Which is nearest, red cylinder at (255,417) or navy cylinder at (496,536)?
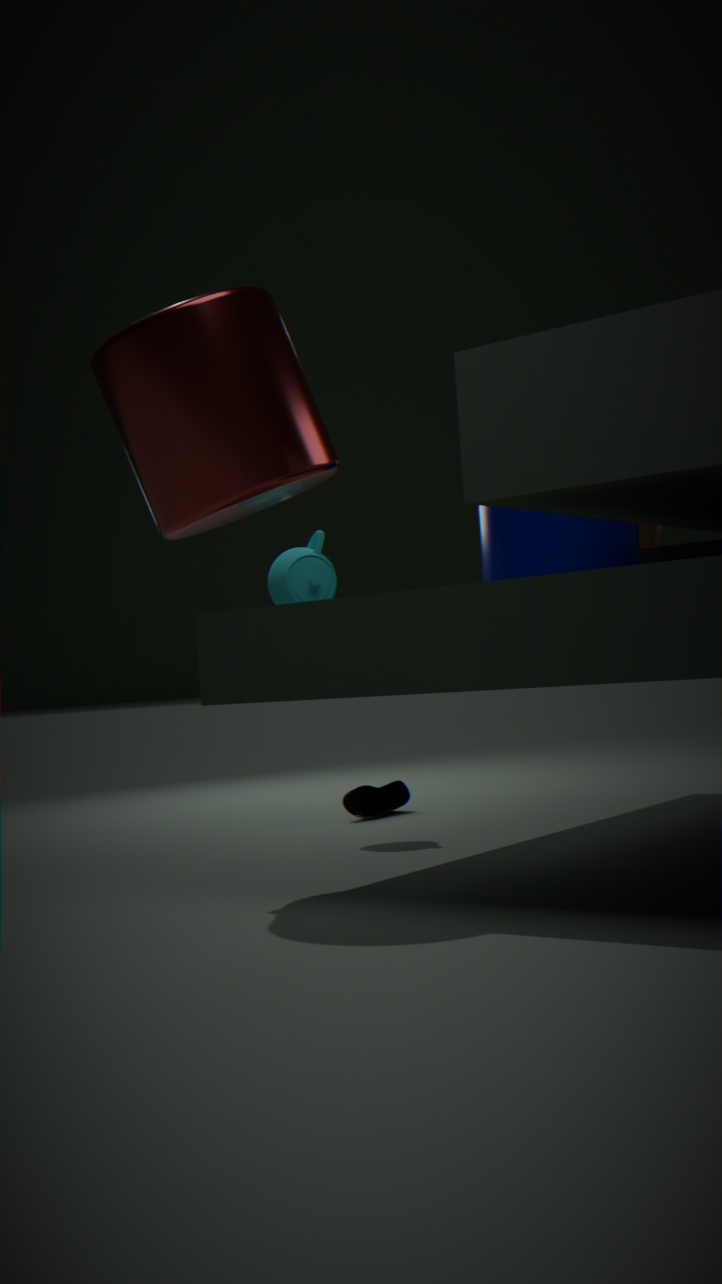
red cylinder at (255,417)
